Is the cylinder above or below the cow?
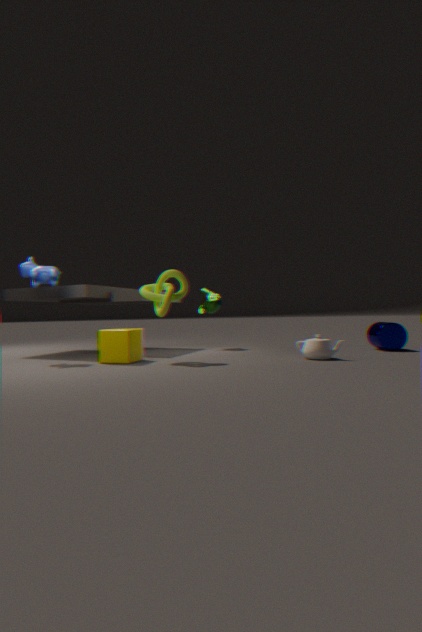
below
